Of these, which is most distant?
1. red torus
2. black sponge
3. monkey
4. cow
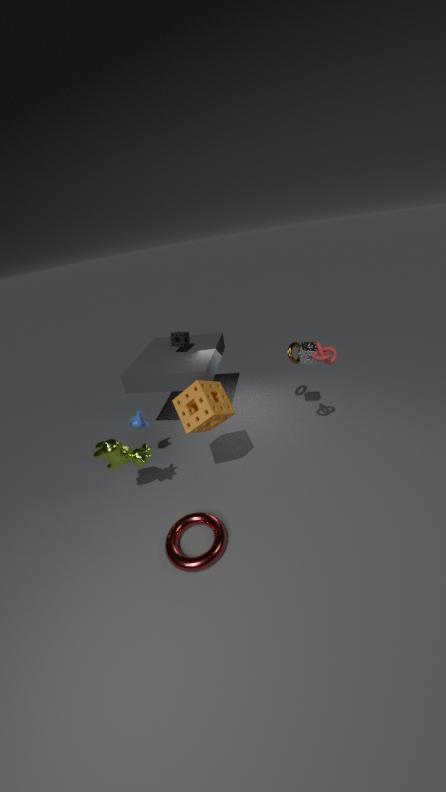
black sponge
